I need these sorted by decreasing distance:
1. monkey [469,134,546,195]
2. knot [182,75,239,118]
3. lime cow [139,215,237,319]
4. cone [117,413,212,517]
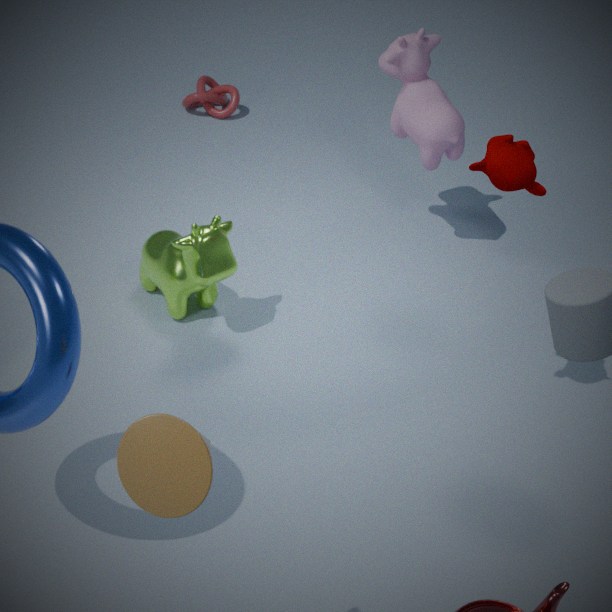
knot [182,75,239,118] < lime cow [139,215,237,319] < monkey [469,134,546,195] < cone [117,413,212,517]
